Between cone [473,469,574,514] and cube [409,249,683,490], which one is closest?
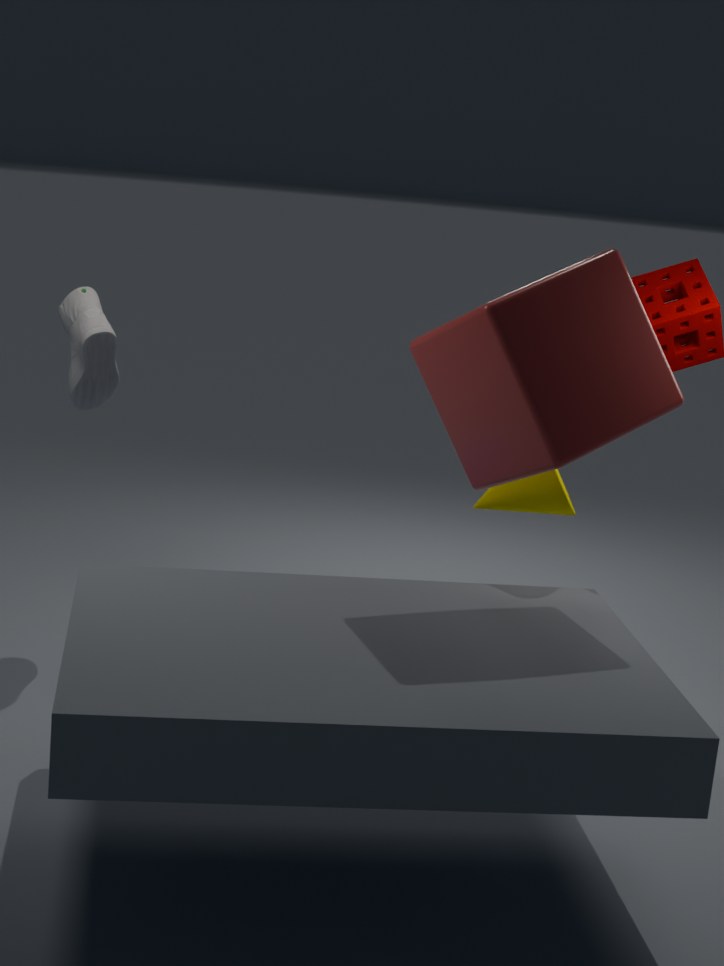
cube [409,249,683,490]
